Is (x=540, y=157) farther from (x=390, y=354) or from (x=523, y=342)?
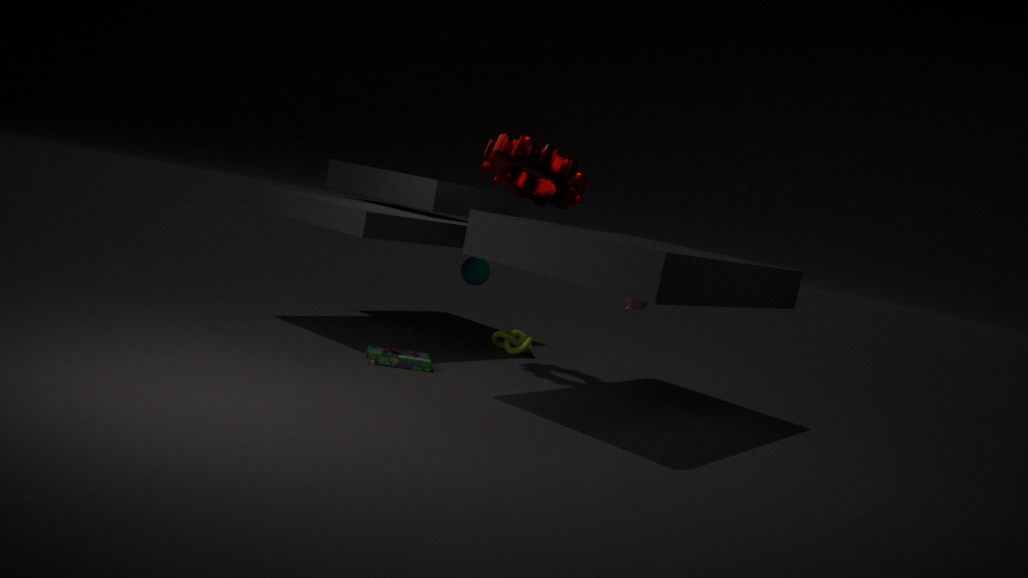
(x=523, y=342)
